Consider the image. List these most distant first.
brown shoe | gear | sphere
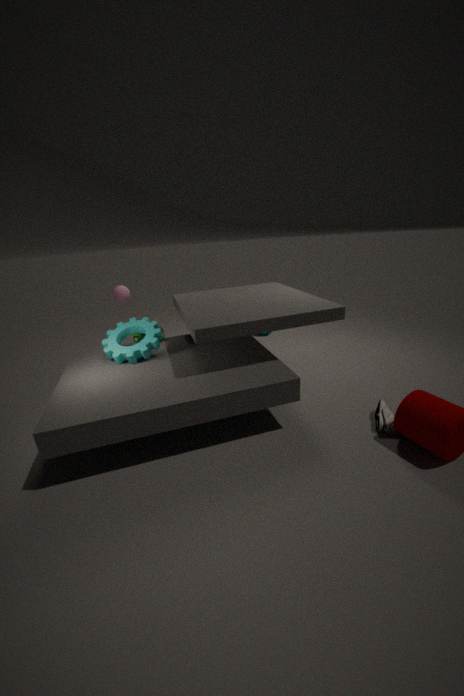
sphere < gear < brown shoe
